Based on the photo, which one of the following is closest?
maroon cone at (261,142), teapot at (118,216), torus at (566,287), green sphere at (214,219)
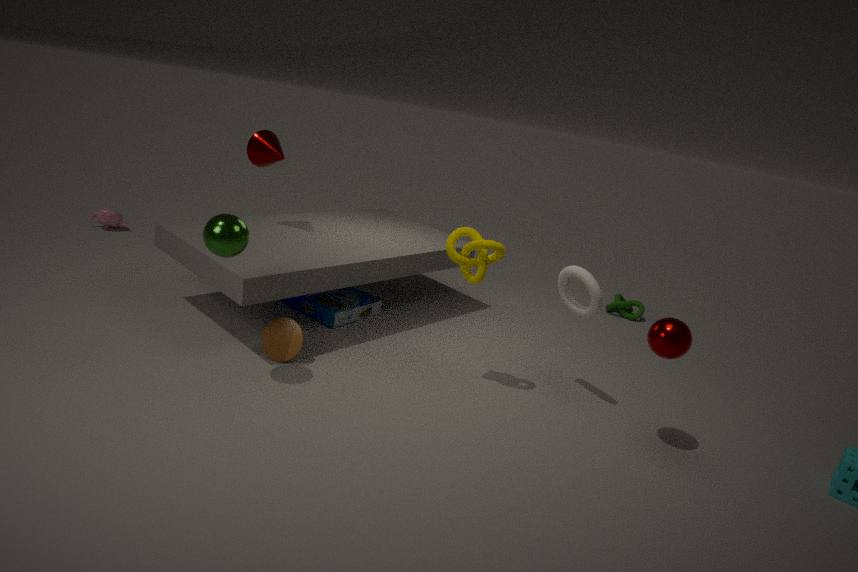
green sphere at (214,219)
